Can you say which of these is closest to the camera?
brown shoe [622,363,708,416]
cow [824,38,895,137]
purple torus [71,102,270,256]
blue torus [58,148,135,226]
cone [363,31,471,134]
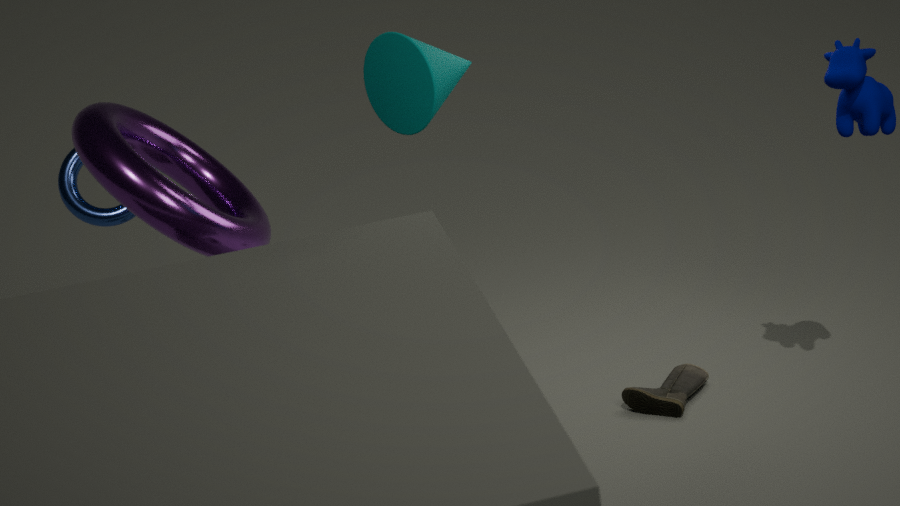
cone [363,31,471,134]
